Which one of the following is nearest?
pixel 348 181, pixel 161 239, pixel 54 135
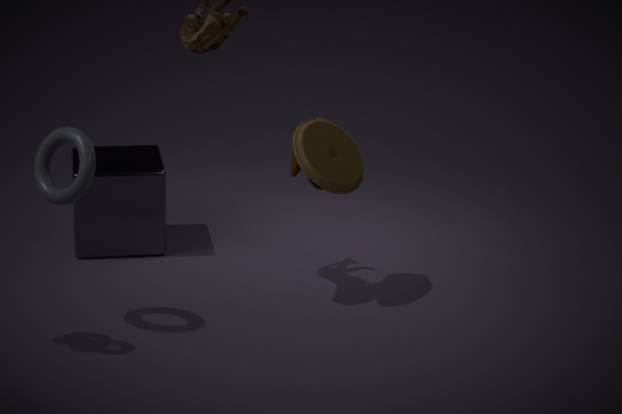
pixel 54 135
